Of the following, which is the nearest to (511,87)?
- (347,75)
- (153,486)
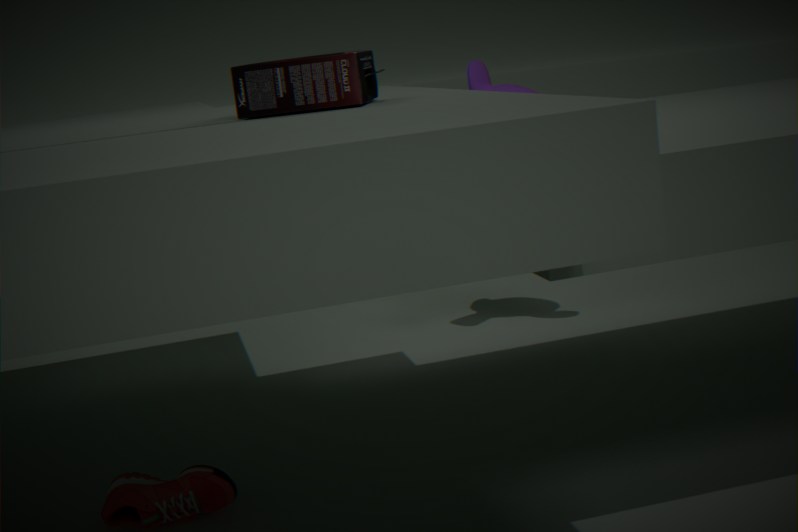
(347,75)
